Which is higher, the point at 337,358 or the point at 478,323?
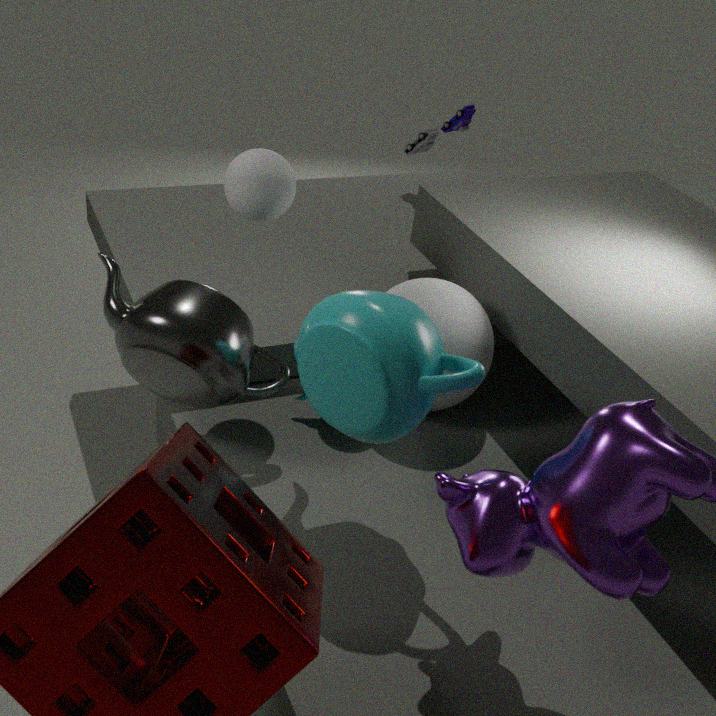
the point at 337,358
